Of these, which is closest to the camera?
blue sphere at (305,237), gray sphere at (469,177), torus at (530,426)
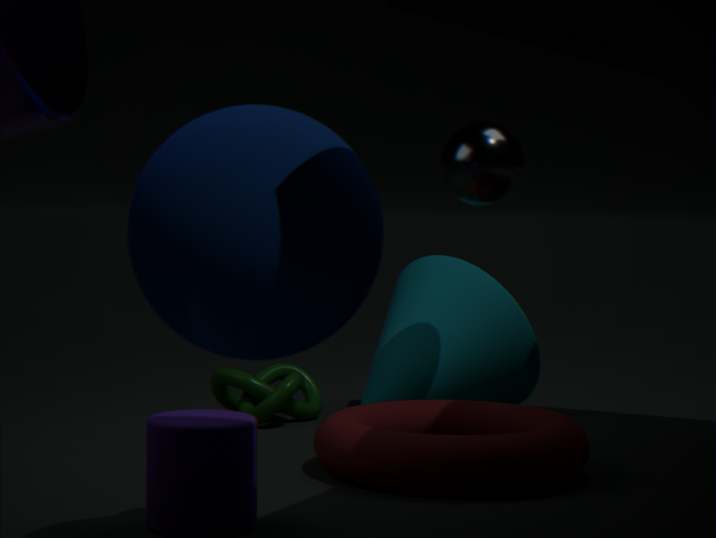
blue sphere at (305,237)
